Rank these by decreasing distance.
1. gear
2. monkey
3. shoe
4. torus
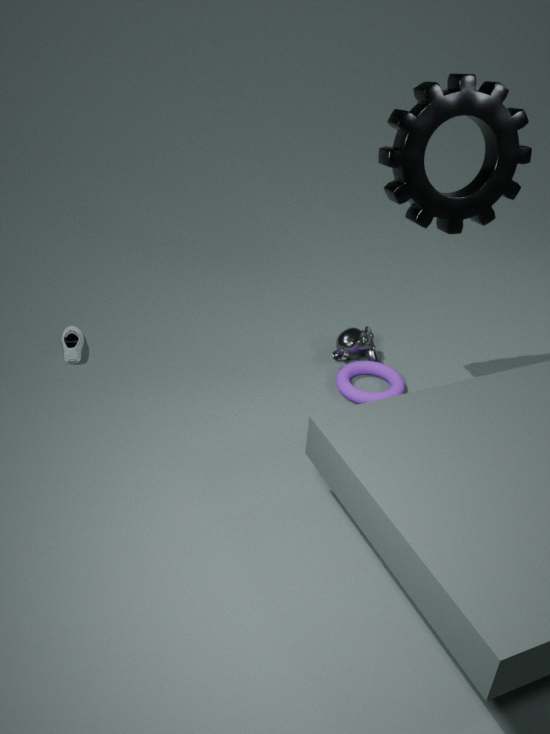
1. monkey
2. shoe
3. torus
4. gear
